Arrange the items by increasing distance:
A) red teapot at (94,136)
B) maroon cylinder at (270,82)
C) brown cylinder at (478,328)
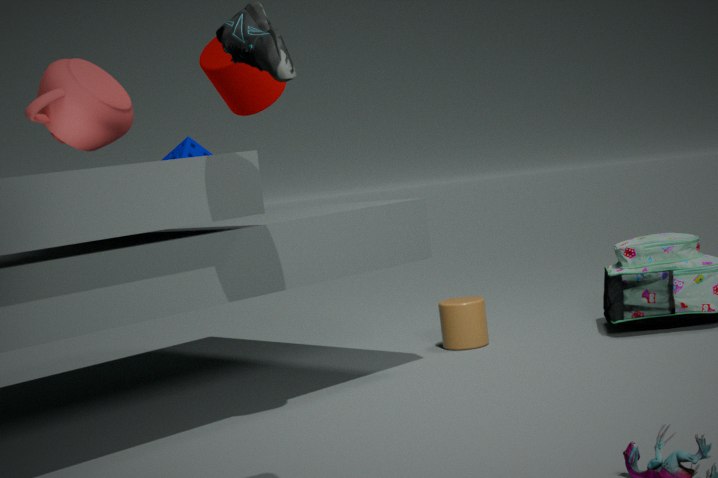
maroon cylinder at (270,82), red teapot at (94,136), brown cylinder at (478,328)
